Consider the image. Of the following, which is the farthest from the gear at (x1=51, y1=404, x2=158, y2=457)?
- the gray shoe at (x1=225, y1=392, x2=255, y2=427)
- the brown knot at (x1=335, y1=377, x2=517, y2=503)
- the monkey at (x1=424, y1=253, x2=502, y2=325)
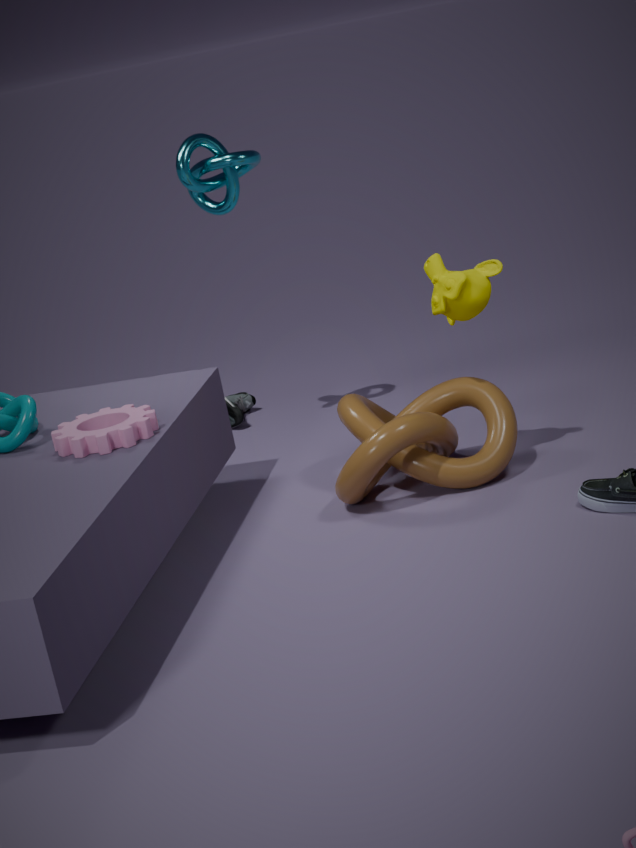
the gray shoe at (x1=225, y1=392, x2=255, y2=427)
